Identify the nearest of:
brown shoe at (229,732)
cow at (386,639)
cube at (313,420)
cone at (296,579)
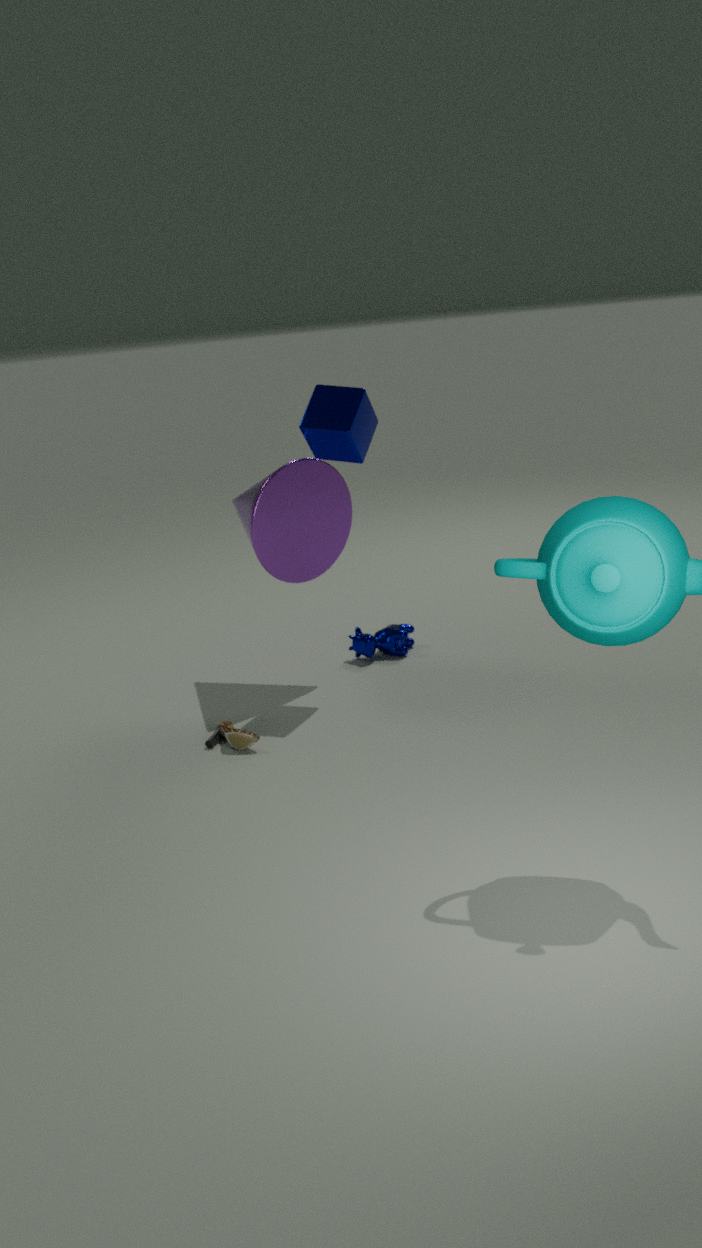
brown shoe at (229,732)
